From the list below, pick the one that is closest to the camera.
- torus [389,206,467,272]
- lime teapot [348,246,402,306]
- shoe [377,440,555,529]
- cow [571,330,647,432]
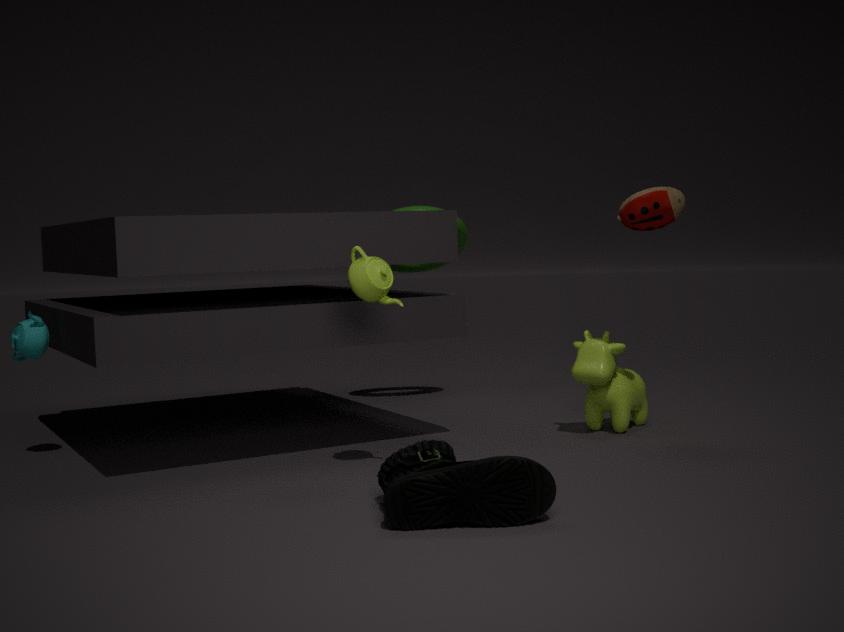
shoe [377,440,555,529]
